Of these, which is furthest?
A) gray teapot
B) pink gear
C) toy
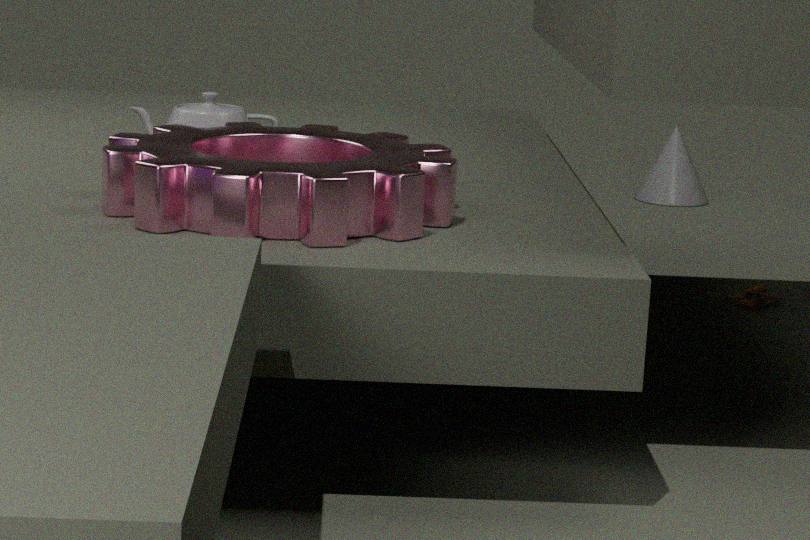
toy
